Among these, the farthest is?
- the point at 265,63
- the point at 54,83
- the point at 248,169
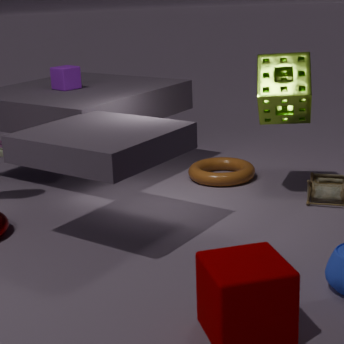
the point at 54,83
